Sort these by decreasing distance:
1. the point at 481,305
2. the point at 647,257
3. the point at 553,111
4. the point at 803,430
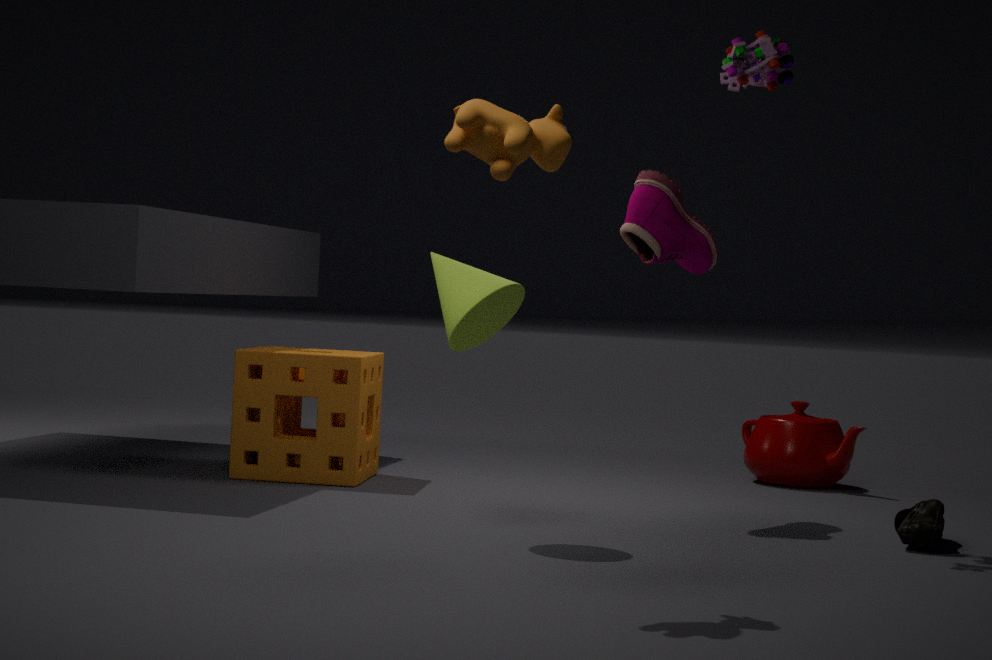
1. the point at 803,430
2. the point at 647,257
3. the point at 481,305
4. the point at 553,111
